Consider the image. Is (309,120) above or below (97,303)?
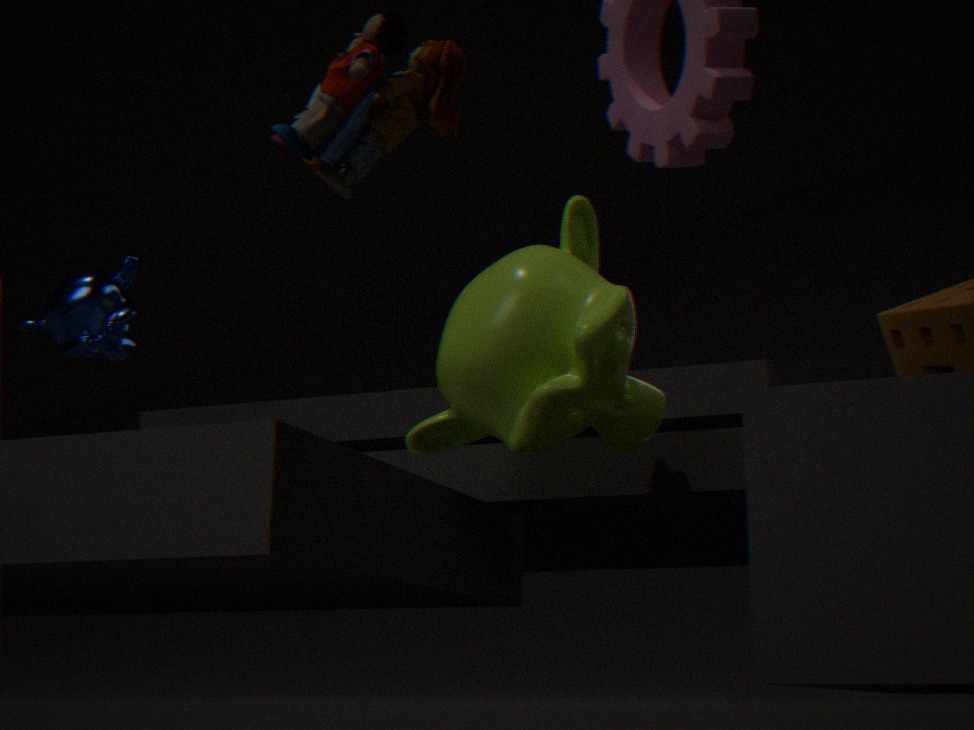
below
